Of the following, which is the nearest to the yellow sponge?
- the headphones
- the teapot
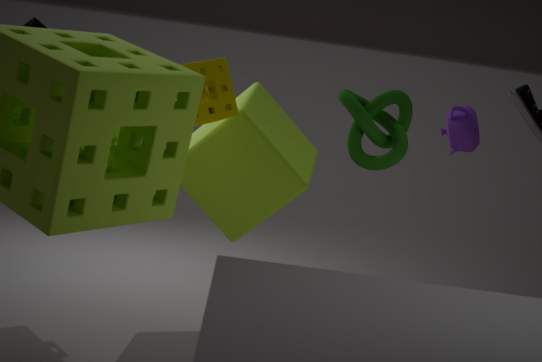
the headphones
